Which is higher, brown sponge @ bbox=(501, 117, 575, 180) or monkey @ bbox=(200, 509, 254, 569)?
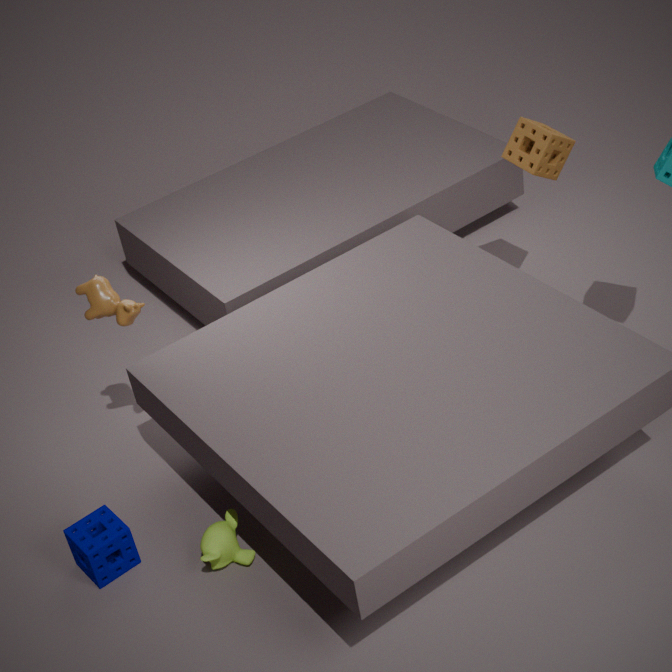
brown sponge @ bbox=(501, 117, 575, 180)
